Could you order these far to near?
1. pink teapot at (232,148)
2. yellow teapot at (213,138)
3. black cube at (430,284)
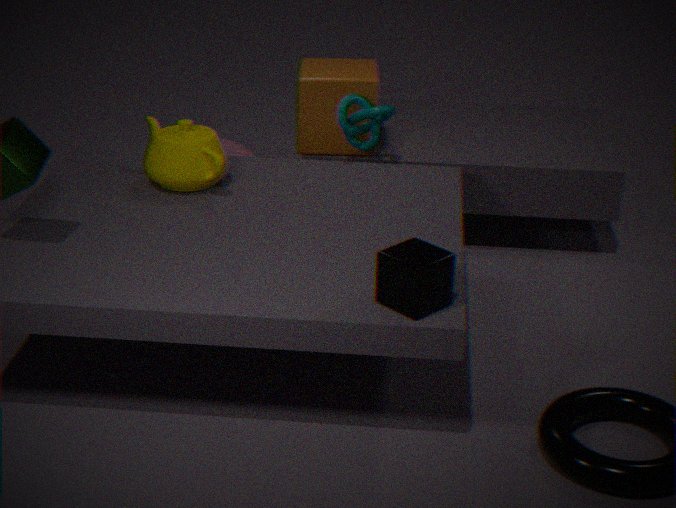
pink teapot at (232,148)
yellow teapot at (213,138)
black cube at (430,284)
